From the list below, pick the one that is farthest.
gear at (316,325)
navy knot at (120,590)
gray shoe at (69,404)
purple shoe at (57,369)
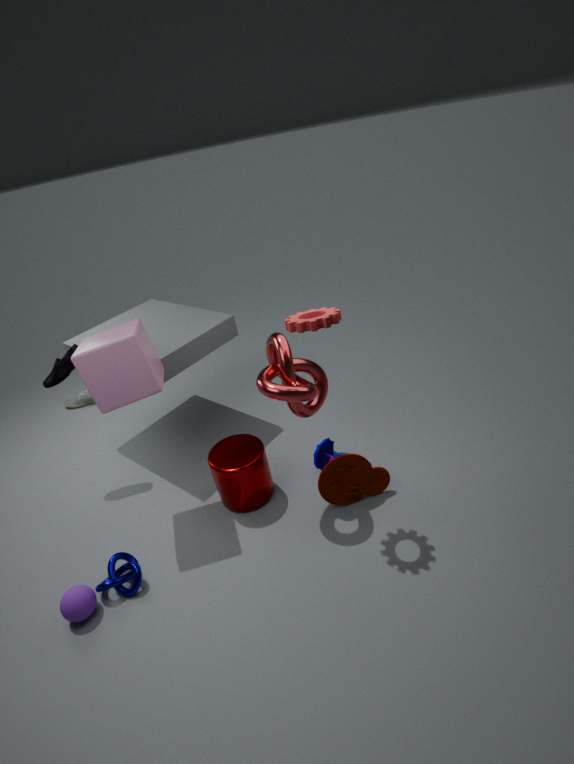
gray shoe at (69,404)
